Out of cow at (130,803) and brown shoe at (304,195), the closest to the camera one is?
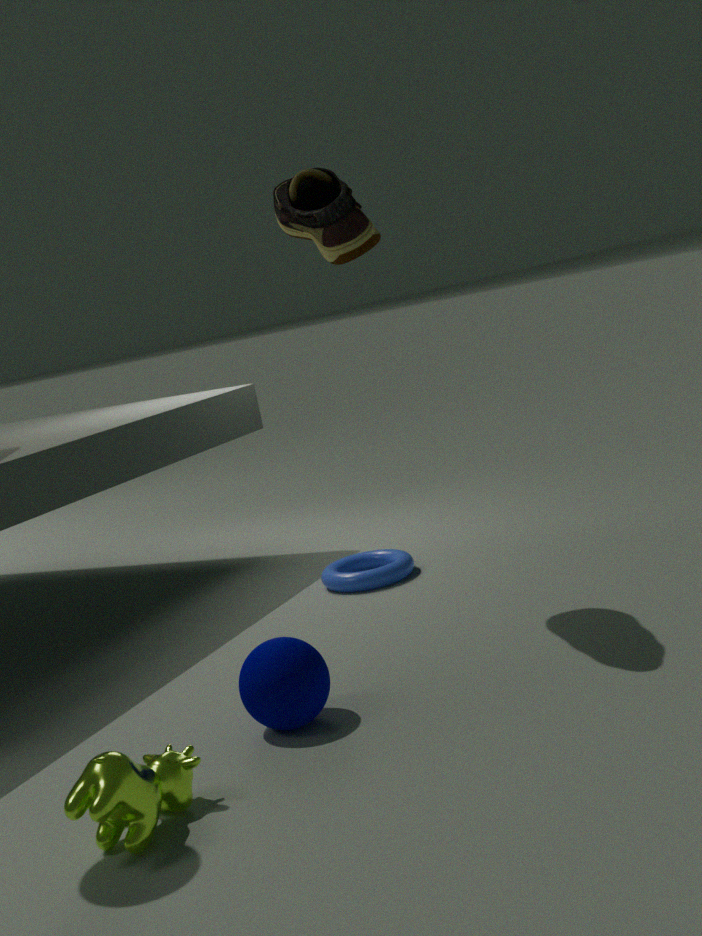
cow at (130,803)
